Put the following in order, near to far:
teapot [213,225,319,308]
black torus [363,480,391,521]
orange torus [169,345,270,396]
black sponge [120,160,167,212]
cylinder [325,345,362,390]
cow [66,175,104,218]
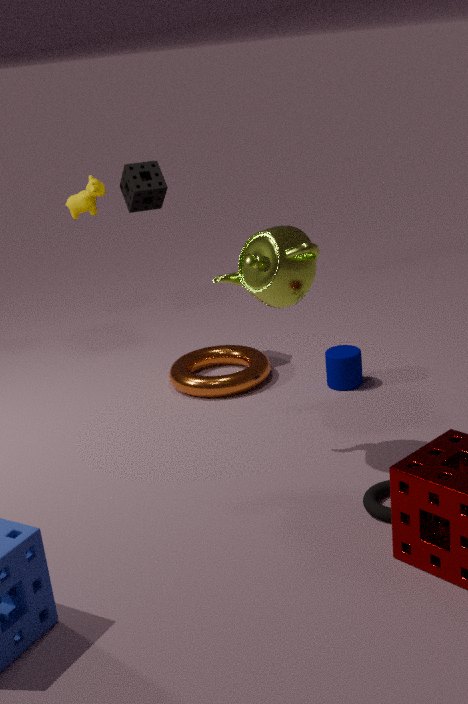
black torus [363,480,391,521]
teapot [213,225,319,308]
cylinder [325,345,362,390]
orange torus [169,345,270,396]
black sponge [120,160,167,212]
cow [66,175,104,218]
